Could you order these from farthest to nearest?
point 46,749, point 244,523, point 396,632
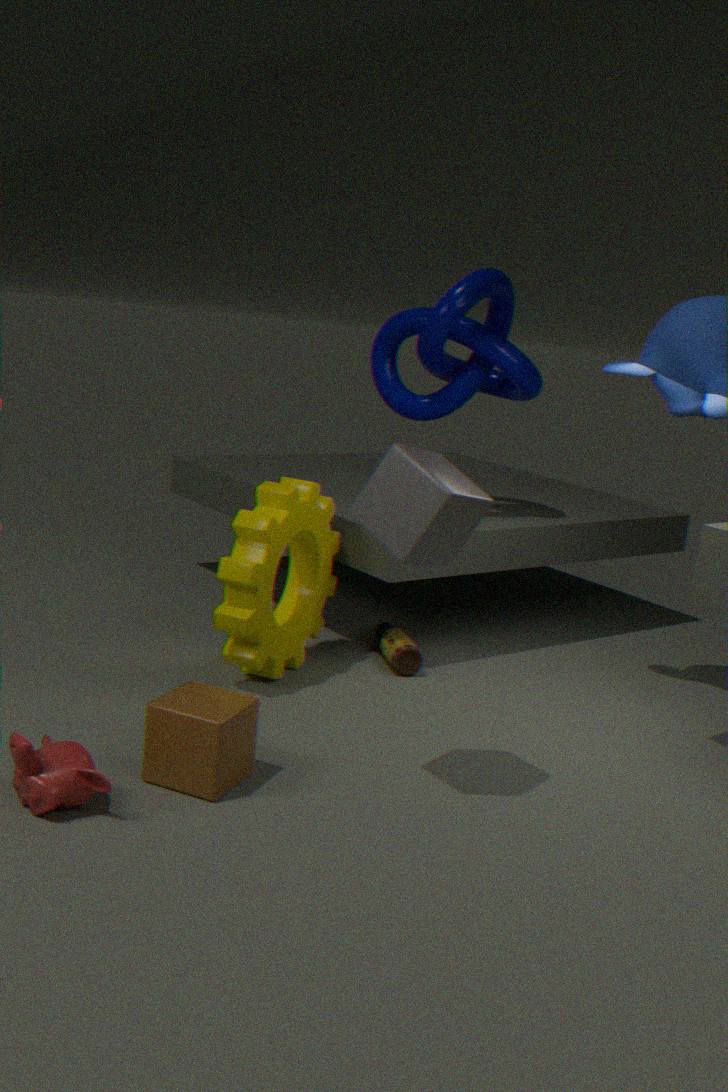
point 396,632, point 244,523, point 46,749
